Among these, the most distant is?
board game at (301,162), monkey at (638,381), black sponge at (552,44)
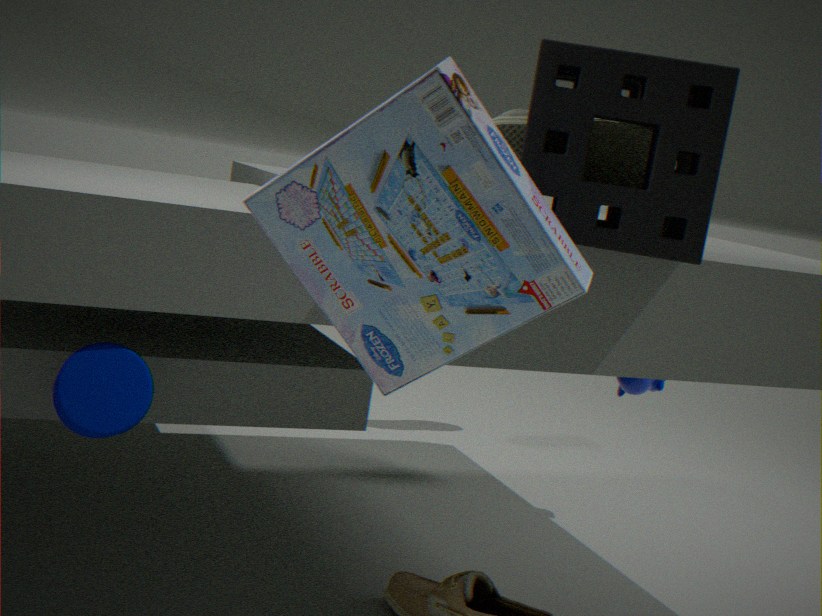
monkey at (638,381)
